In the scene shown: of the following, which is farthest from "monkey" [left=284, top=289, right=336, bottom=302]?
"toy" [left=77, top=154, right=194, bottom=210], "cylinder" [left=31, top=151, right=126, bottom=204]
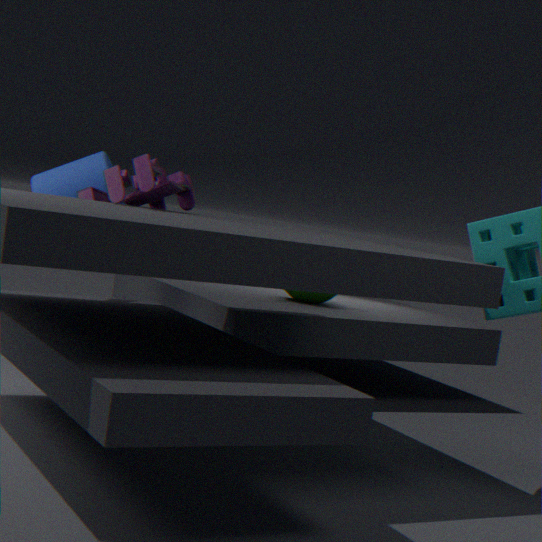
"toy" [left=77, top=154, right=194, bottom=210]
